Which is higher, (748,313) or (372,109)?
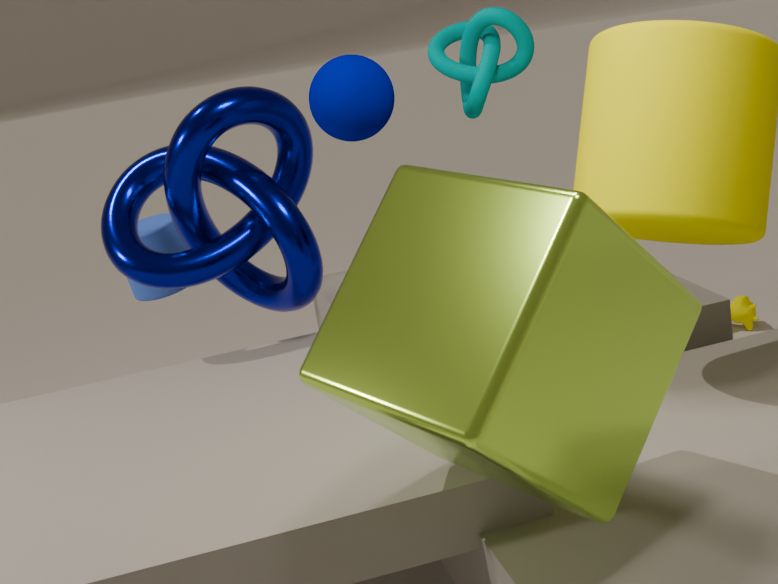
(372,109)
